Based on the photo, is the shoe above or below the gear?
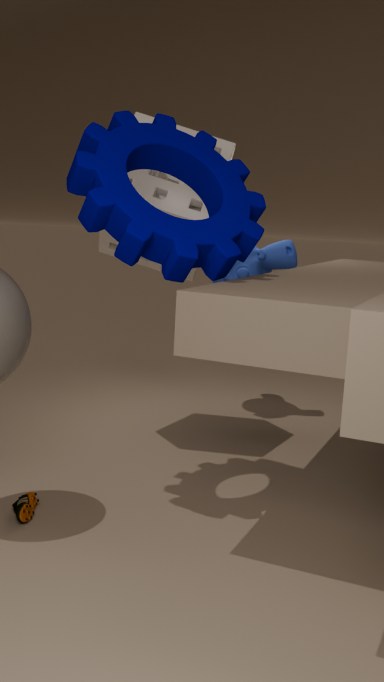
below
